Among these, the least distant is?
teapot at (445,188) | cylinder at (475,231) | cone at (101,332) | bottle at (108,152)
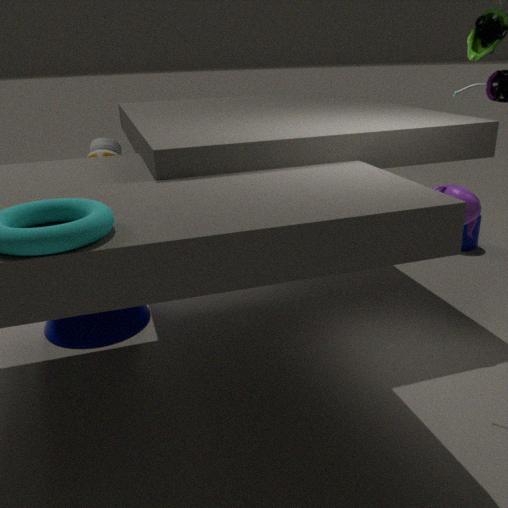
teapot at (445,188)
